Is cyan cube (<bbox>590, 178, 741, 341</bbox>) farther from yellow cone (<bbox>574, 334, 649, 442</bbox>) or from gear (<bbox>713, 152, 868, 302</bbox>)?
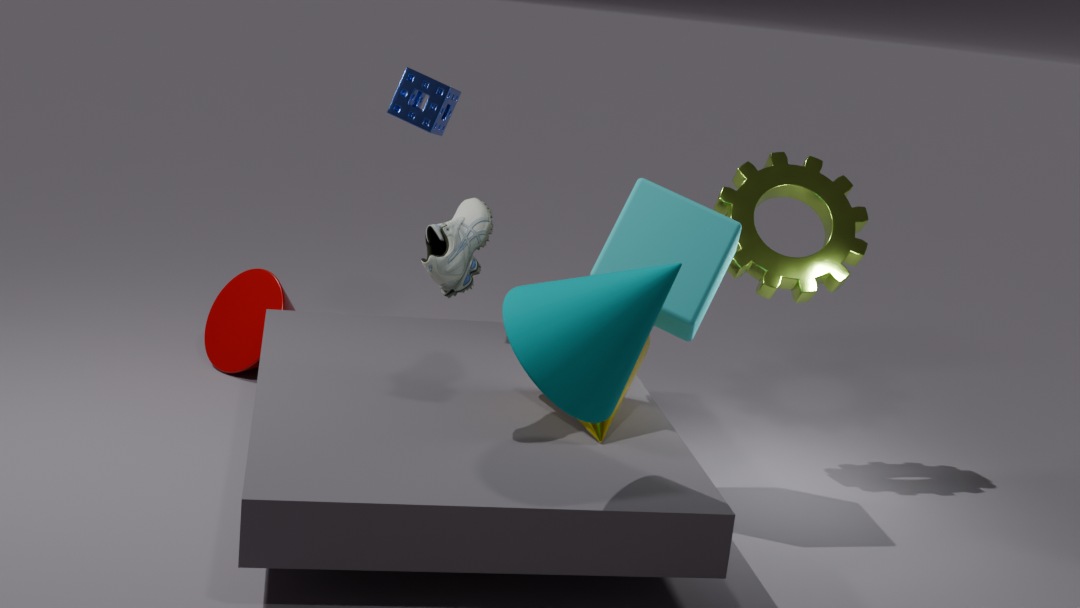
gear (<bbox>713, 152, 868, 302</bbox>)
